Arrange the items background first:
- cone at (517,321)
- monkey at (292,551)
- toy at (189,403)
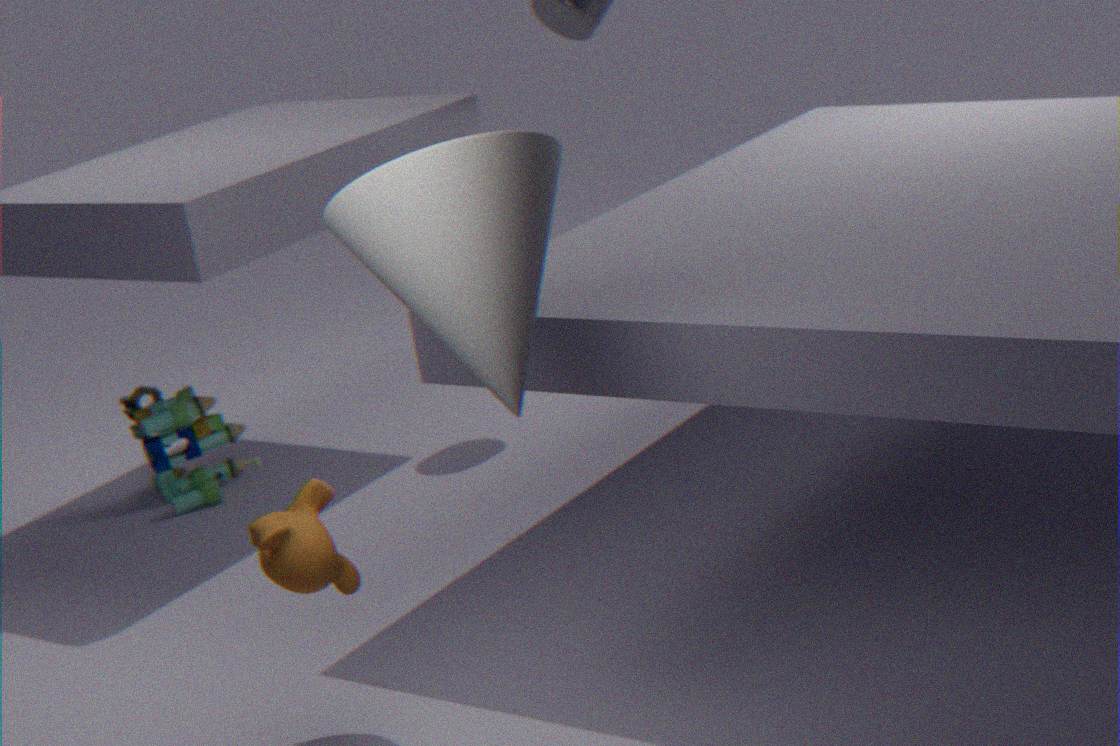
toy at (189,403) < monkey at (292,551) < cone at (517,321)
